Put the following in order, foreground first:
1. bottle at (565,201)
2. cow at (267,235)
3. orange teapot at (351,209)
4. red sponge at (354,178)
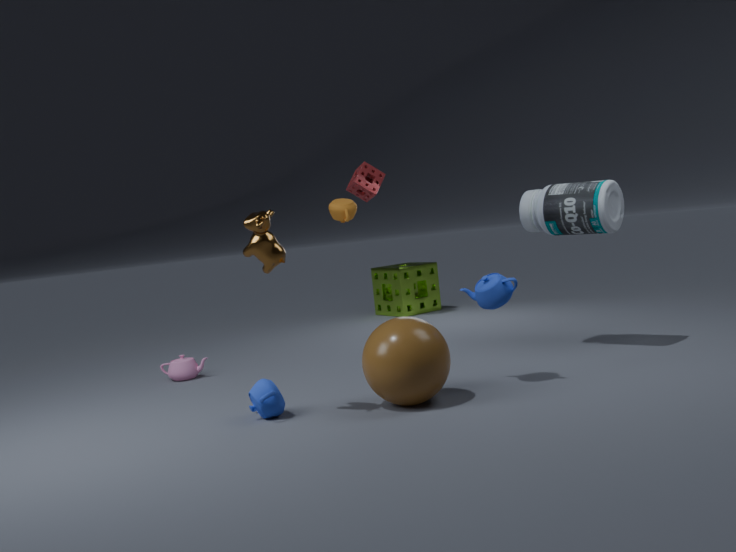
cow at (267,235) < bottle at (565,201) < orange teapot at (351,209) < red sponge at (354,178)
